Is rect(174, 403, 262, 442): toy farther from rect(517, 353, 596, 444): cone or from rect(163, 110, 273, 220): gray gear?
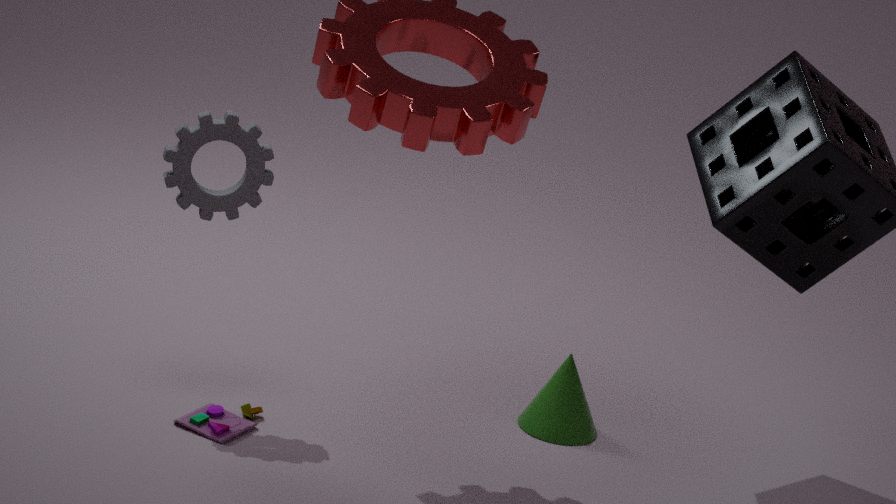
rect(517, 353, 596, 444): cone
